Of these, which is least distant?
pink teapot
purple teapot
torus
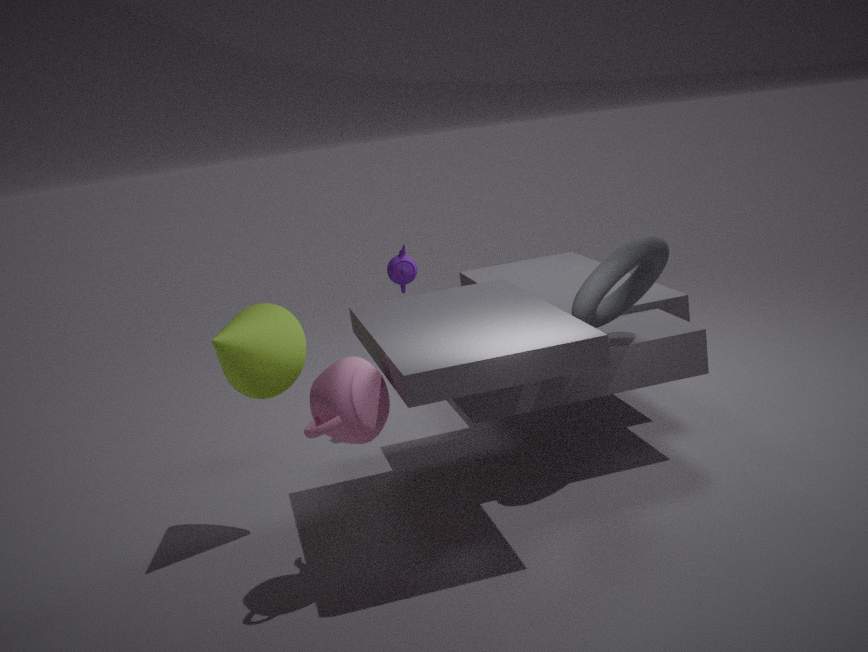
pink teapot
